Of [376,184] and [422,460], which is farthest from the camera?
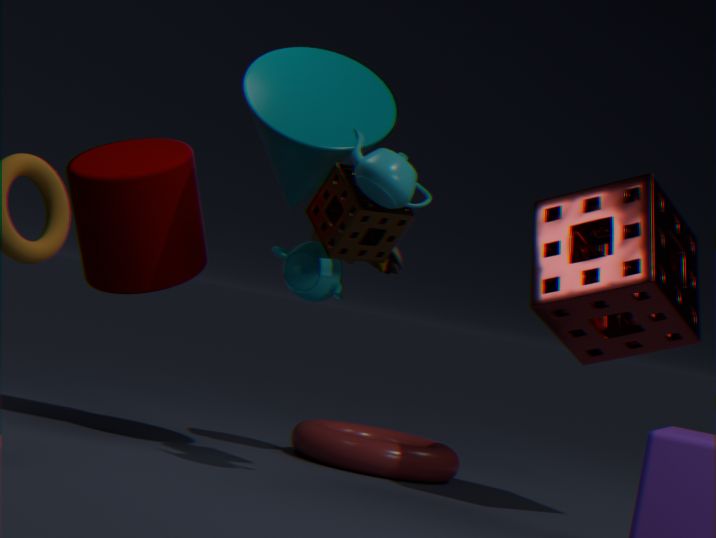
[422,460]
